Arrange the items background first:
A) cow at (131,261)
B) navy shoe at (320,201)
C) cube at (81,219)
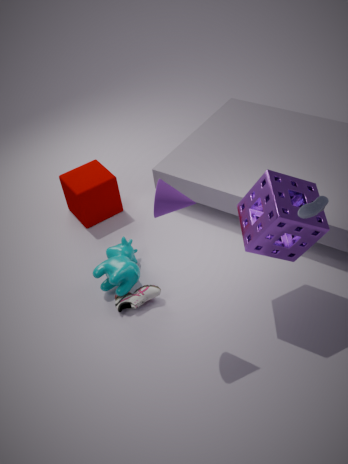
1. cube at (81,219)
2. cow at (131,261)
3. navy shoe at (320,201)
